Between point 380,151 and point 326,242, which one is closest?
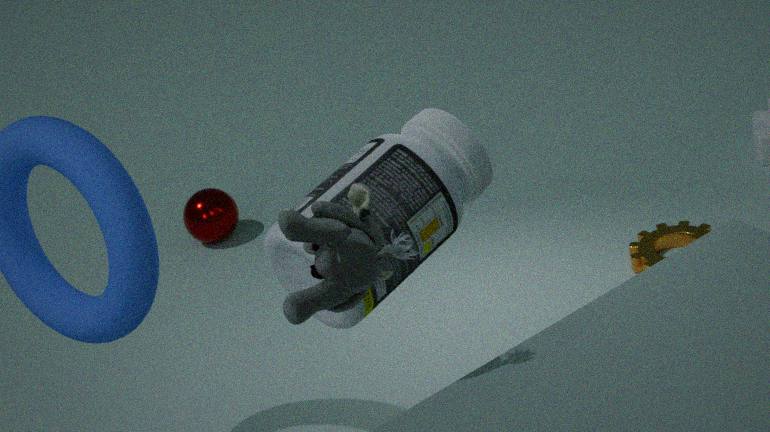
point 326,242
